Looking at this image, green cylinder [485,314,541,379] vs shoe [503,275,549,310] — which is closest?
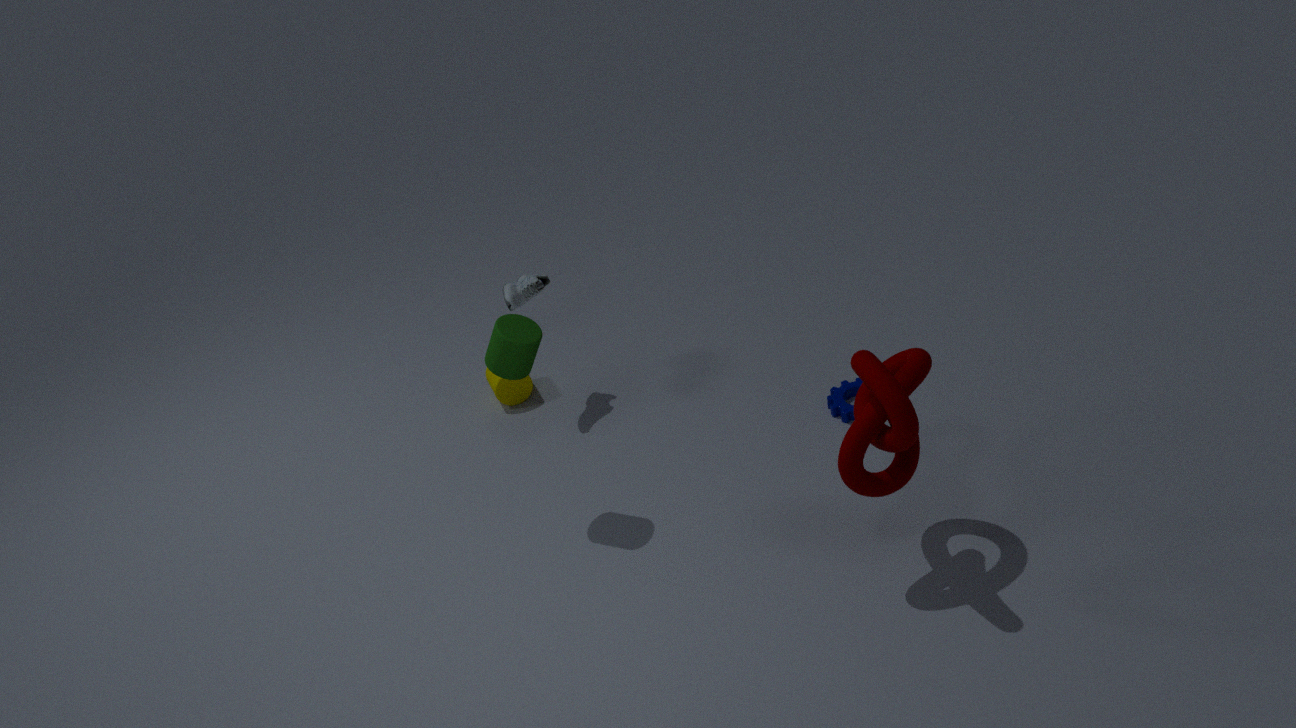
green cylinder [485,314,541,379]
